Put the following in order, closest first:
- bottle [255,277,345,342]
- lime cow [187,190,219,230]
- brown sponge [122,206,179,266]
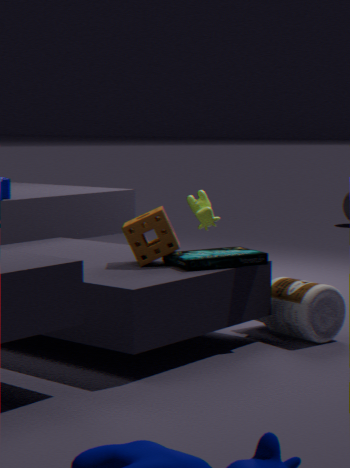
brown sponge [122,206,179,266], bottle [255,277,345,342], lime cow [187,190,219,230]
